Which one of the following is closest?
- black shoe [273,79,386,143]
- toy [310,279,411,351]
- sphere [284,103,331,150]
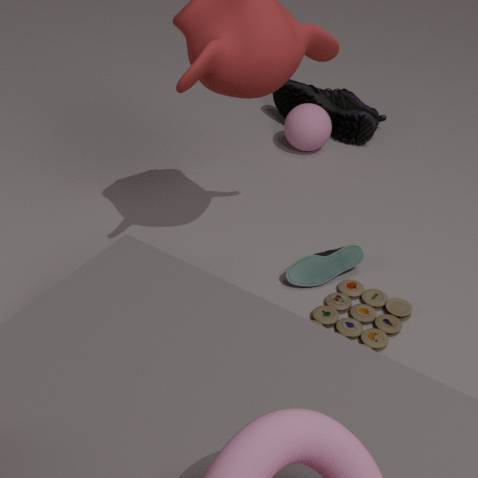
toy [310,279,411,351]
